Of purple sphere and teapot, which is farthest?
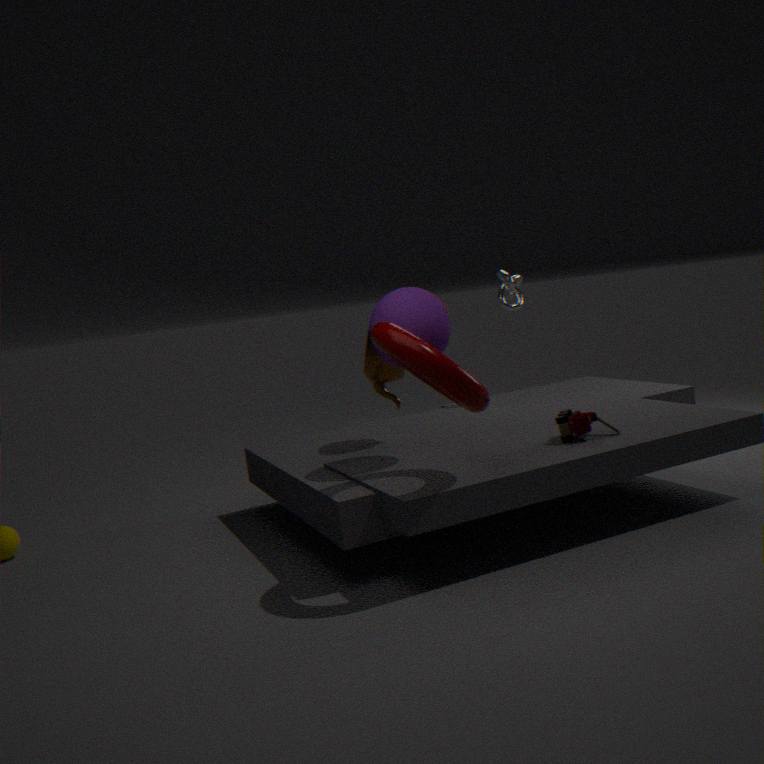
teapot
